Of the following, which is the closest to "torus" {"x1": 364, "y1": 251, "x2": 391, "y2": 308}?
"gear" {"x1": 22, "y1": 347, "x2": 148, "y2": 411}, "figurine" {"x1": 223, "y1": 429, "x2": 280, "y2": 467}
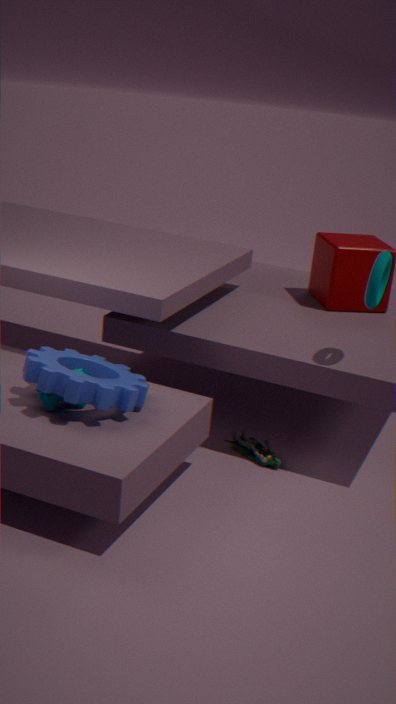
"figurine" {"x1": 223, "y1": 429, "x2": 280, "y2": 467}
